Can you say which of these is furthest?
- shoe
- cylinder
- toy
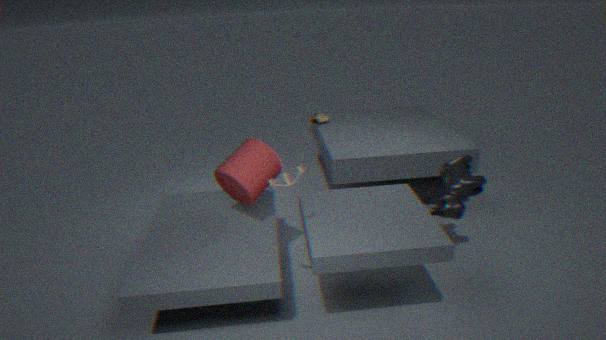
shoe
